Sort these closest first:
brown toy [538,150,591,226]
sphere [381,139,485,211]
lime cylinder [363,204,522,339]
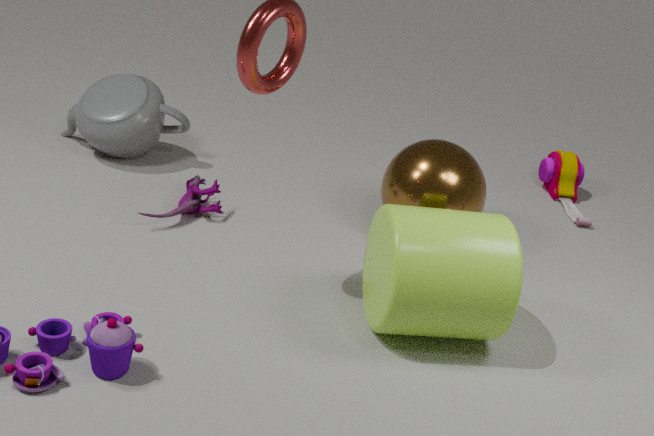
lime cylinder [363,204,522,339], sphere [381,139,485,211], brown toy [538,150,591,226]
